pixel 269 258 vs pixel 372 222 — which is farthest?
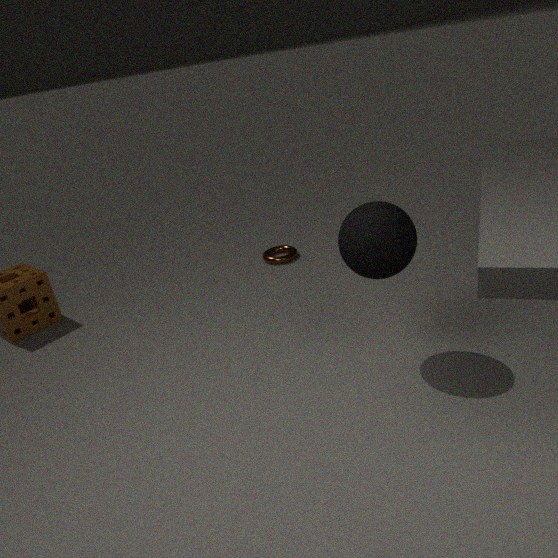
pixel 269 258
